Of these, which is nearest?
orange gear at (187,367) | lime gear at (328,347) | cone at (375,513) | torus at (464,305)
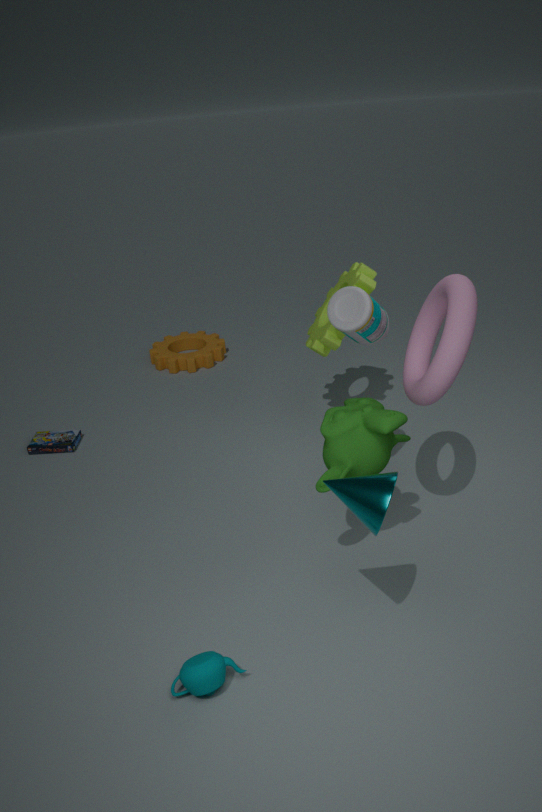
cone at (375,513)
